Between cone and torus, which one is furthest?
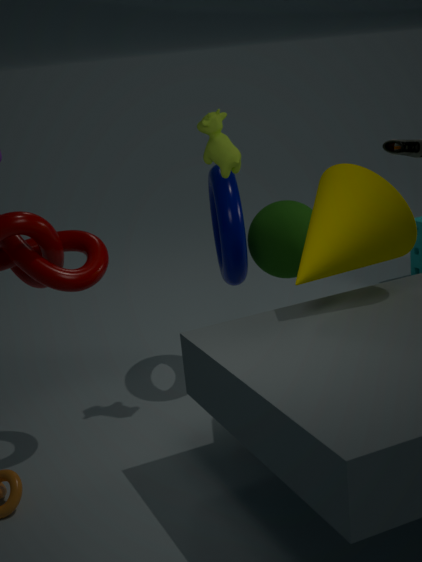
torus
